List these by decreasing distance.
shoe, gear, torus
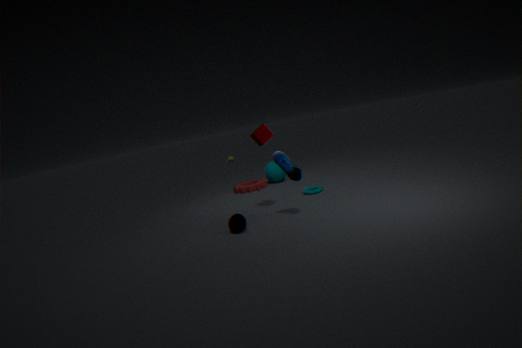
gear, torus, shoe
